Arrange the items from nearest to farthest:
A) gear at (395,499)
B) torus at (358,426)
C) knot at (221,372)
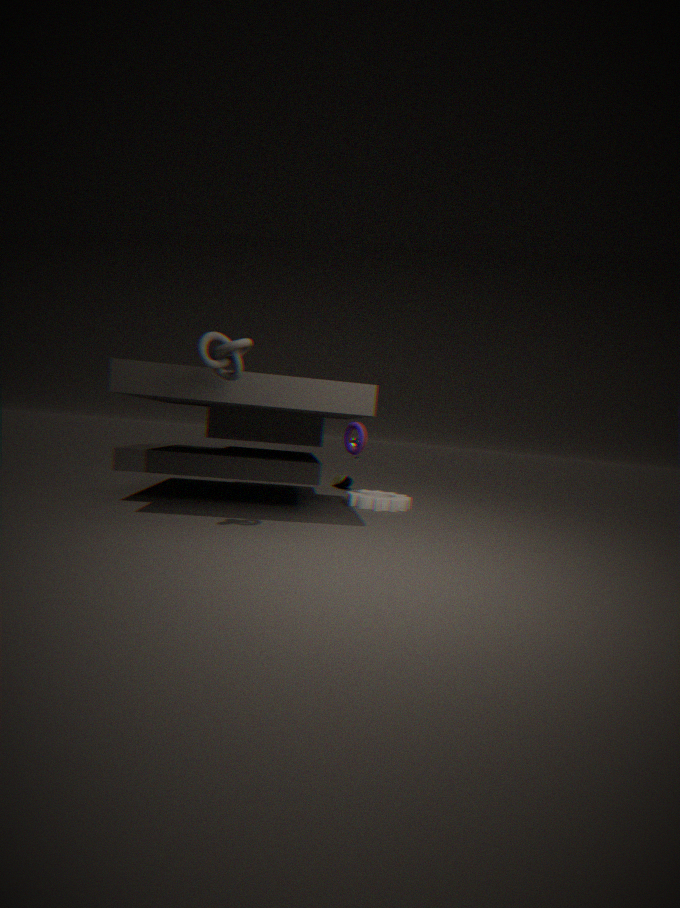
knot at (221,372)
gear at (395,499)
torus at (358,426)
